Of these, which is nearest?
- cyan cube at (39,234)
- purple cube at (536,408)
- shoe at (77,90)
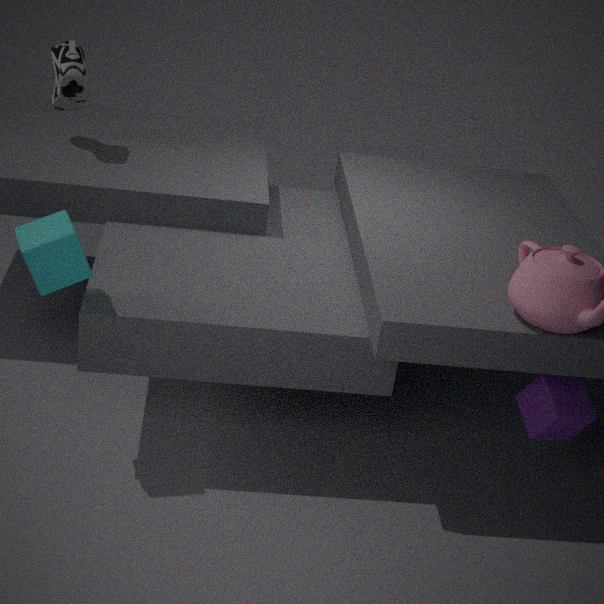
cyan cube at (39,234)
